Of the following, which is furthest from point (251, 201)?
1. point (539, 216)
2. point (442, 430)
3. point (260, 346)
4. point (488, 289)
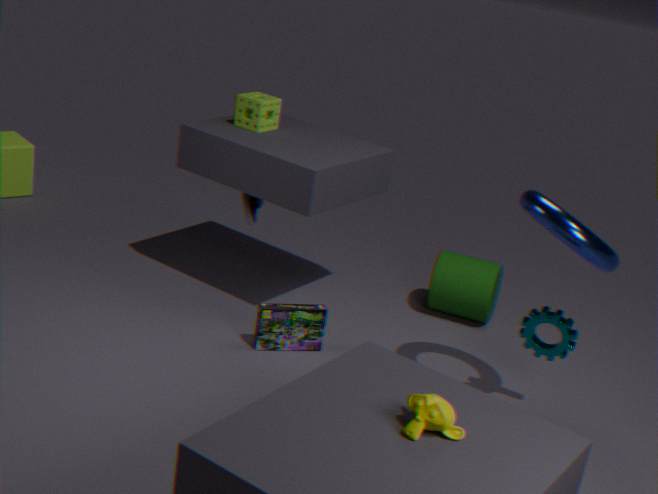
point (442, 430)
